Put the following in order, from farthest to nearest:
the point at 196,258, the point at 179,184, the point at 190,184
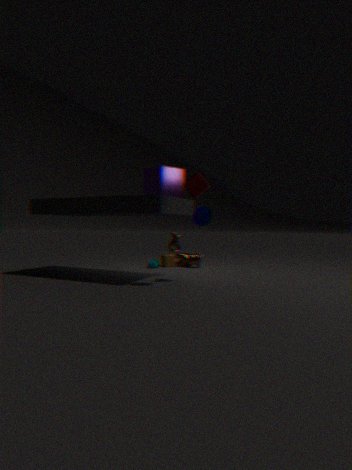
the point at 196,258 < the point at 179,184 < the point at 190,184
